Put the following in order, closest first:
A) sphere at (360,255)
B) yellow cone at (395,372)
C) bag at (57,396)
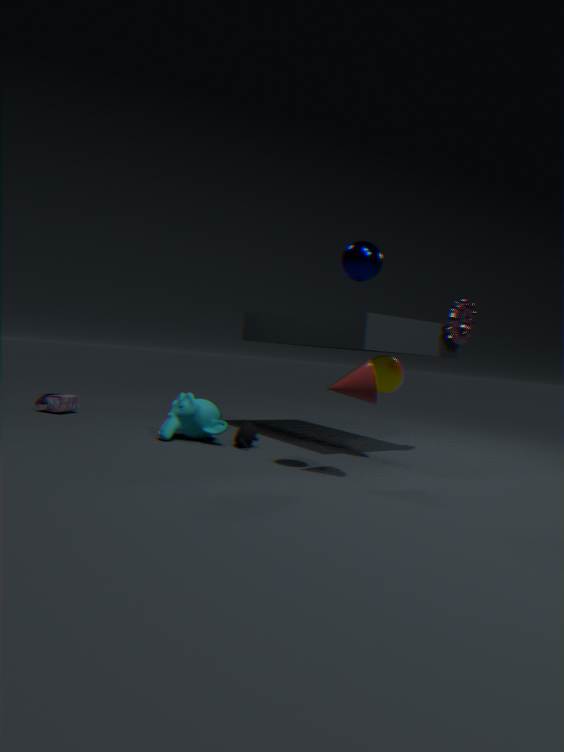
sphere at (360,255)
yellow cone at (395,372)
bag at (57,396)
